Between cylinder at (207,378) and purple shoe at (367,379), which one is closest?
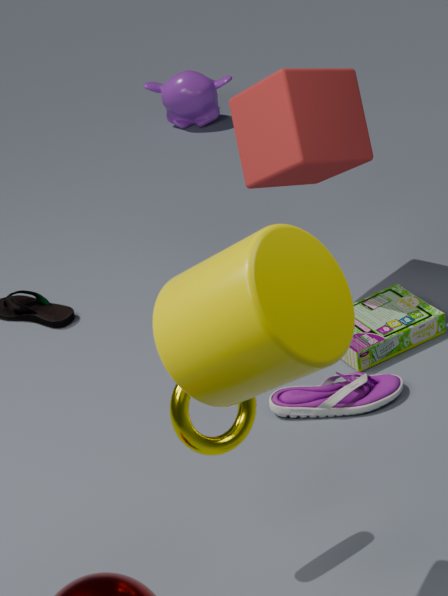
cylinder at (207,378)
